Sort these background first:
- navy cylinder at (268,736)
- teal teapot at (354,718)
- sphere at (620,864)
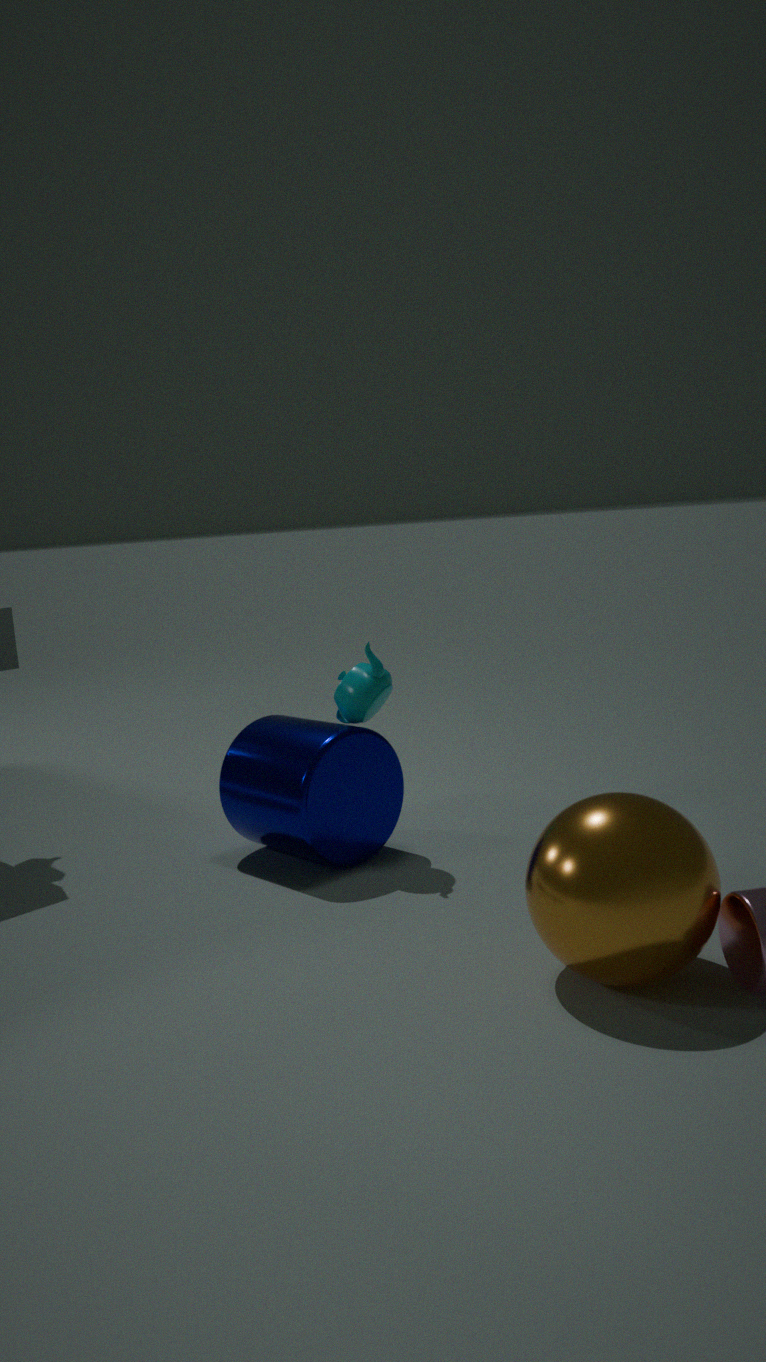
teal teapot at (354,718) → navy cylinder at (268,736) → sphere at (620,864)
